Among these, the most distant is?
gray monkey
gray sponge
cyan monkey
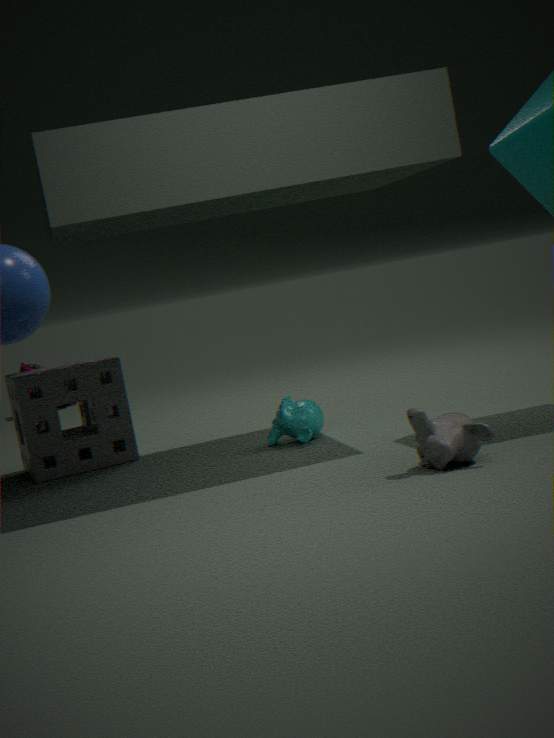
gray sponge
